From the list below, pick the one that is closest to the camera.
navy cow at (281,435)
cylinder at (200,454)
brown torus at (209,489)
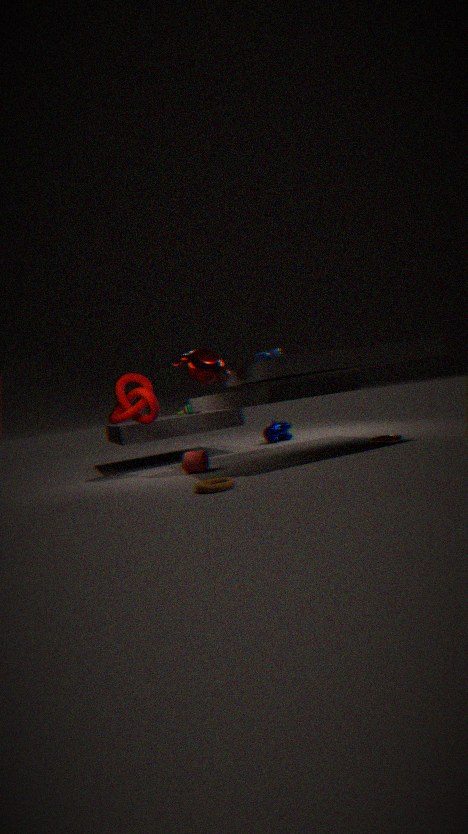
brown torus at (209,489)
